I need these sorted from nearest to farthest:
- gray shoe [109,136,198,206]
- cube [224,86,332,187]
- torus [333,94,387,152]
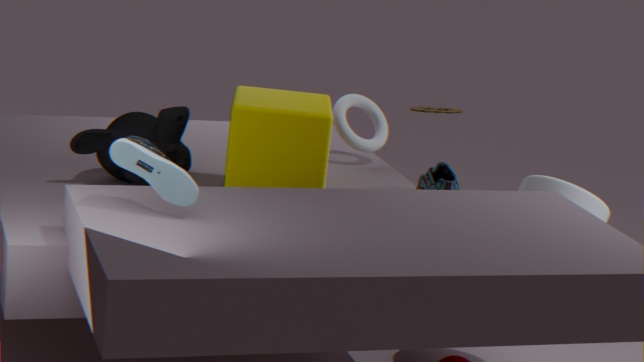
gray shoe [109,136,198,206] → cube [224,86,332,187] → torus [333,94,387,152]
